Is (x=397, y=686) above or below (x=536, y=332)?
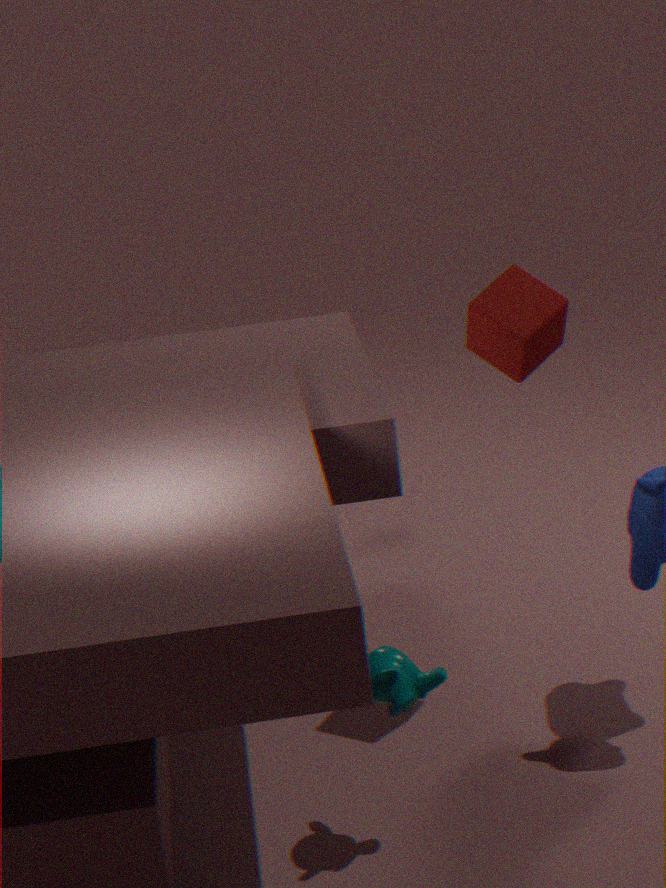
below
